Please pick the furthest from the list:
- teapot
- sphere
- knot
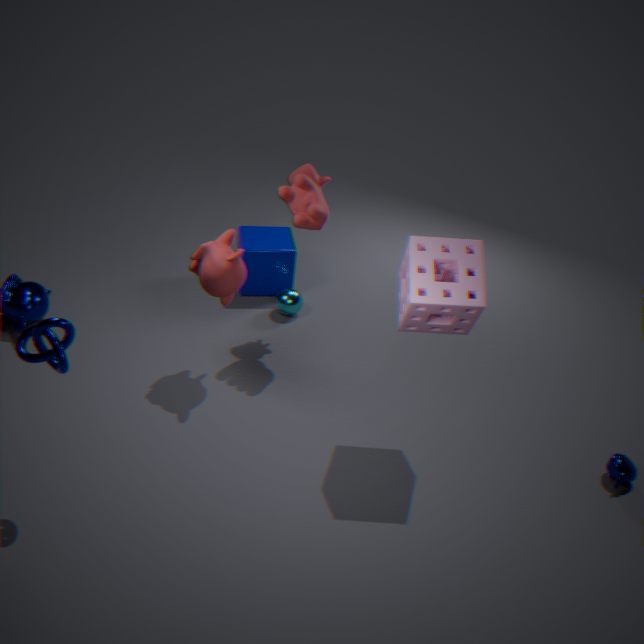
sphere
